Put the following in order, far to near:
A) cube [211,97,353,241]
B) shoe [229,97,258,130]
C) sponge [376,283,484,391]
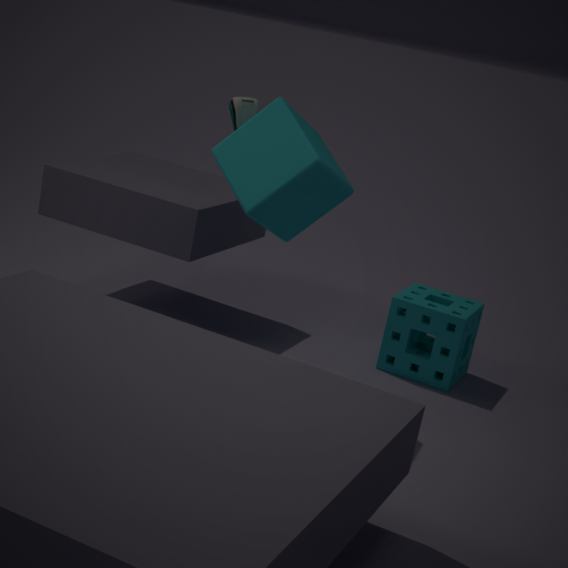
sponge [376,283,484,391] < shoe [229,97,258,130] < cube [211,97,353,241]
